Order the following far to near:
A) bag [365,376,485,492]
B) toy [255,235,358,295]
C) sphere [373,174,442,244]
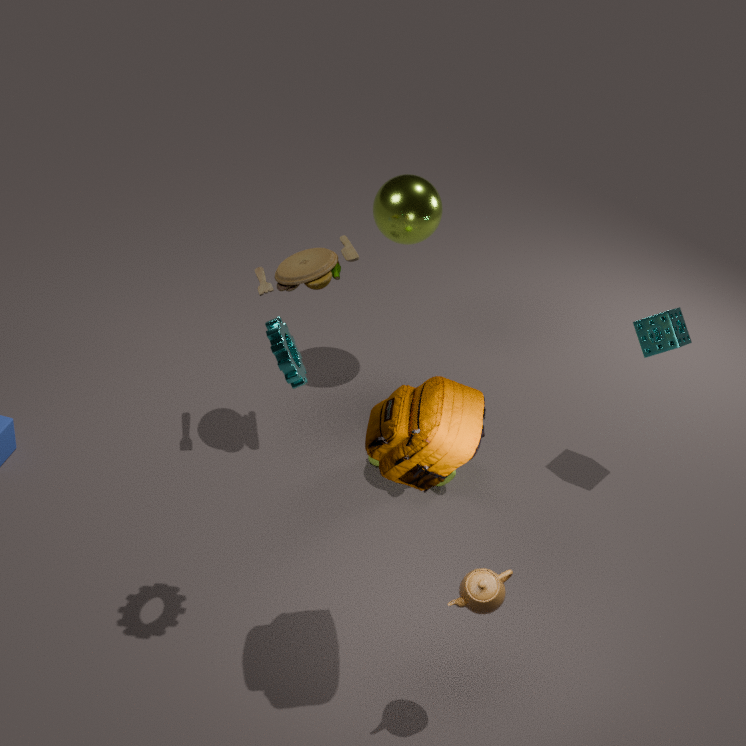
sphere [373,174,442,244]
toy [255,235,358,295]
bag [365,376,485,492]
